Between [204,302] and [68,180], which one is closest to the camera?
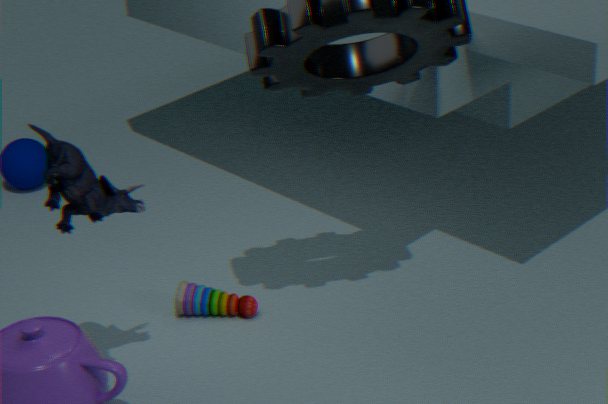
[68,180]
